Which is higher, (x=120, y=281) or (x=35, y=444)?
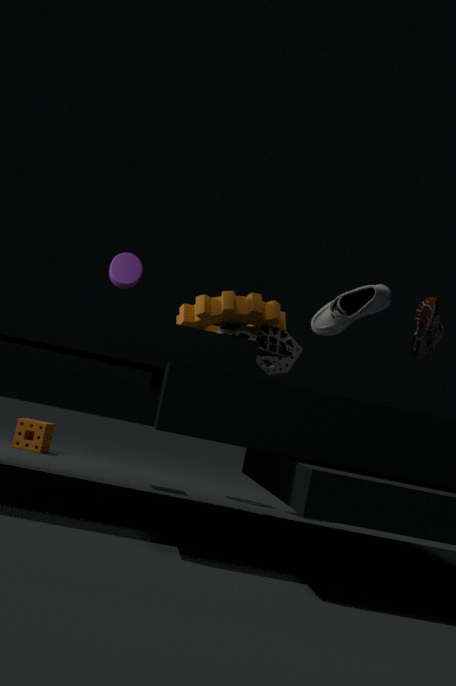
(x=120, y=281)
